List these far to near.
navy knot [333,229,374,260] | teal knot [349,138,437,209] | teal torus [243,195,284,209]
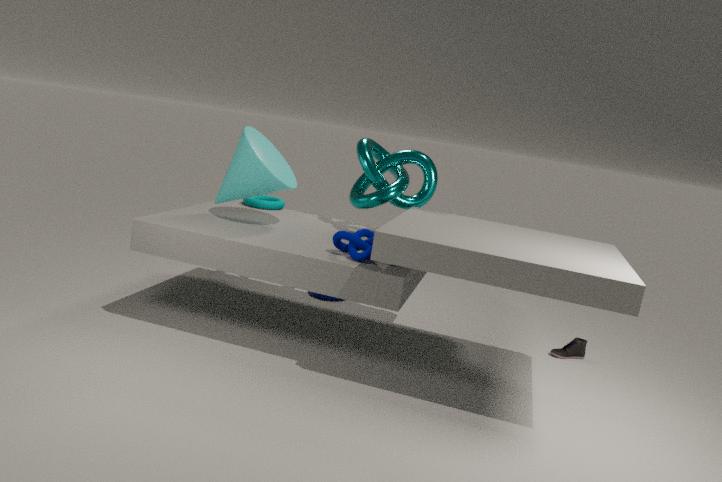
teal torus [243,195,284,209]
teal knot [349,138,437,209]
navy knot [333,229,374,260]
